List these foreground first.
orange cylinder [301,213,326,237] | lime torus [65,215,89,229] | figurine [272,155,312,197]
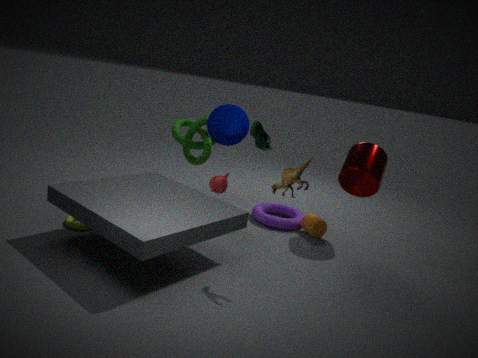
1. figurine [272,155,312,197]
2. lime torus [65,215,89,229]
3. orange cylinder [301,213,326,237]
